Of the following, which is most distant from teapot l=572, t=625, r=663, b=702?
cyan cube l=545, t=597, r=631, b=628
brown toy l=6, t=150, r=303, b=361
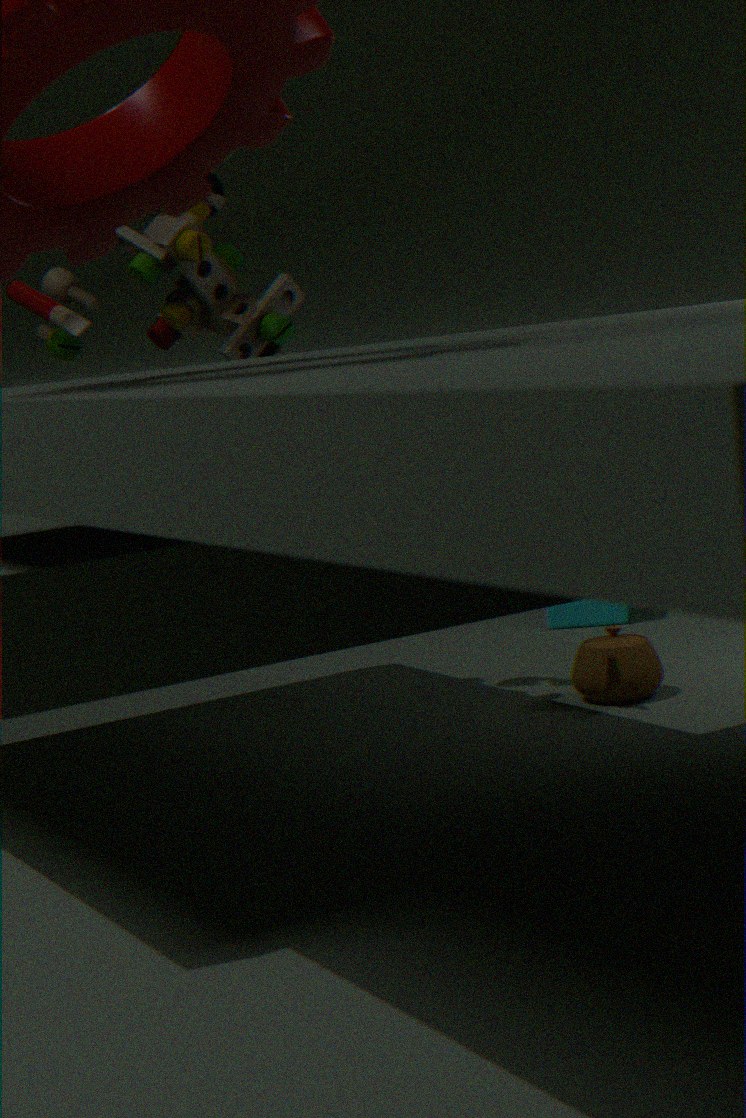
brown toy l=6, t=150, r=303, b=361
